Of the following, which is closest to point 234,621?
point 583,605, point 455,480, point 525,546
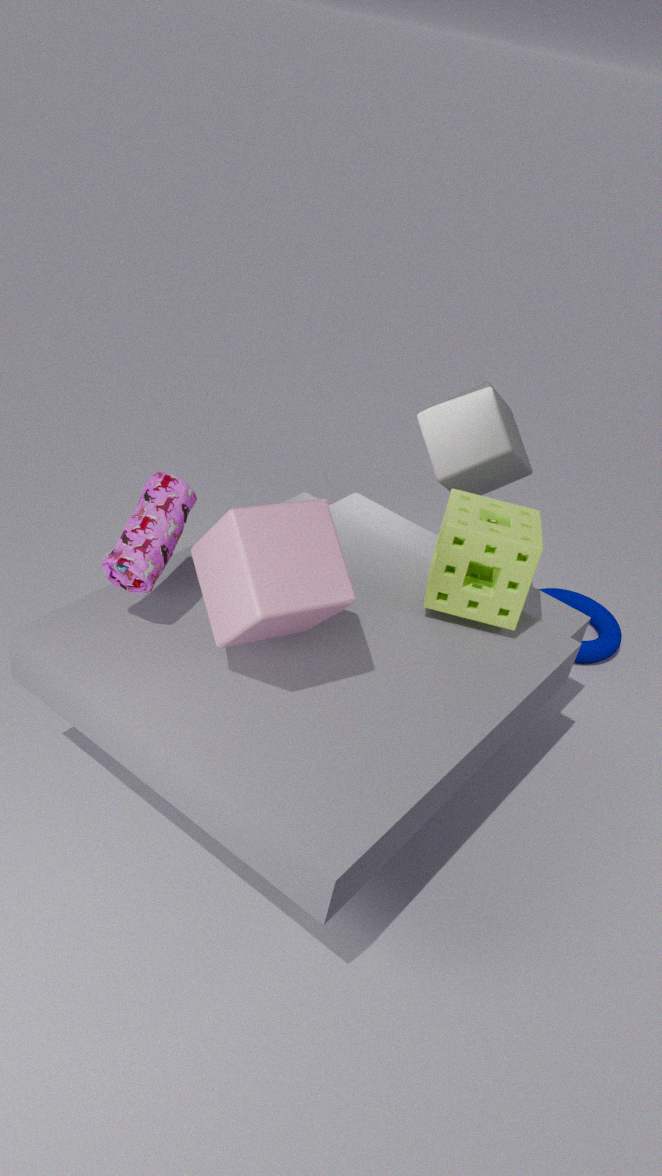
point 525,546
